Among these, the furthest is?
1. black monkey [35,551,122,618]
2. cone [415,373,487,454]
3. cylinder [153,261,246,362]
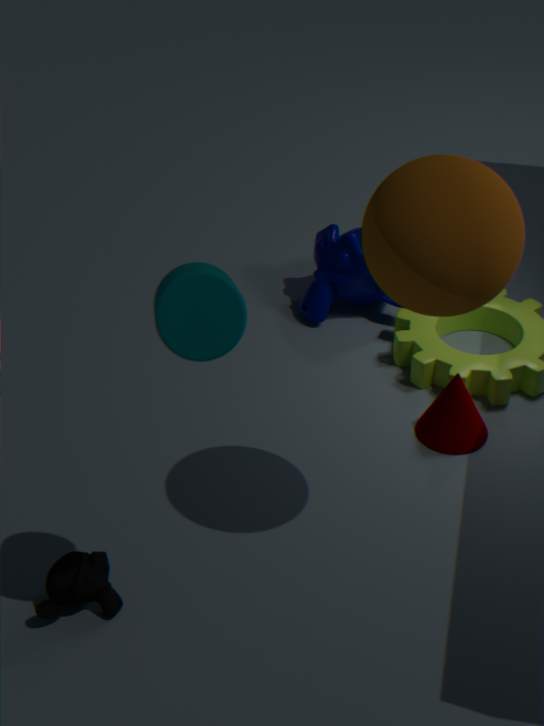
cone [415,373,487,454]
